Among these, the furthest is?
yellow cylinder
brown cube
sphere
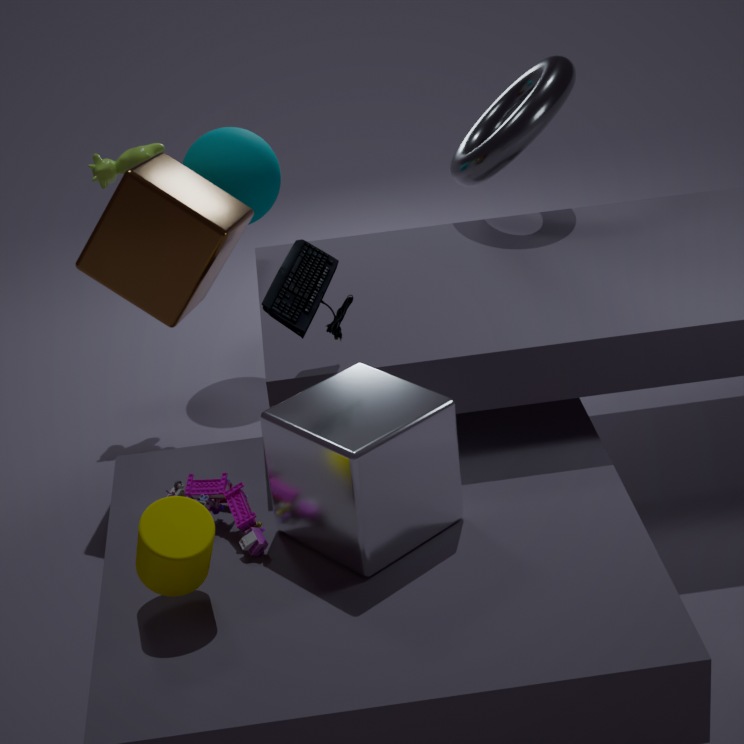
sphere
